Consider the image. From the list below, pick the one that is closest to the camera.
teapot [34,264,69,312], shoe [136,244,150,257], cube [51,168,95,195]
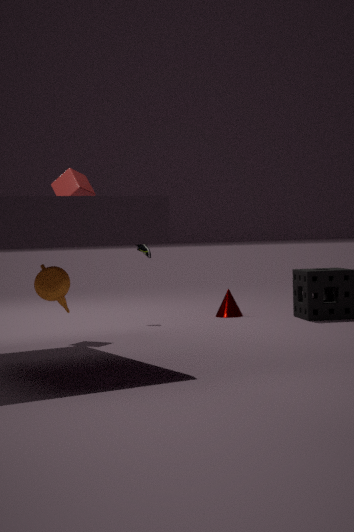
teapot [34,264,69,312]
